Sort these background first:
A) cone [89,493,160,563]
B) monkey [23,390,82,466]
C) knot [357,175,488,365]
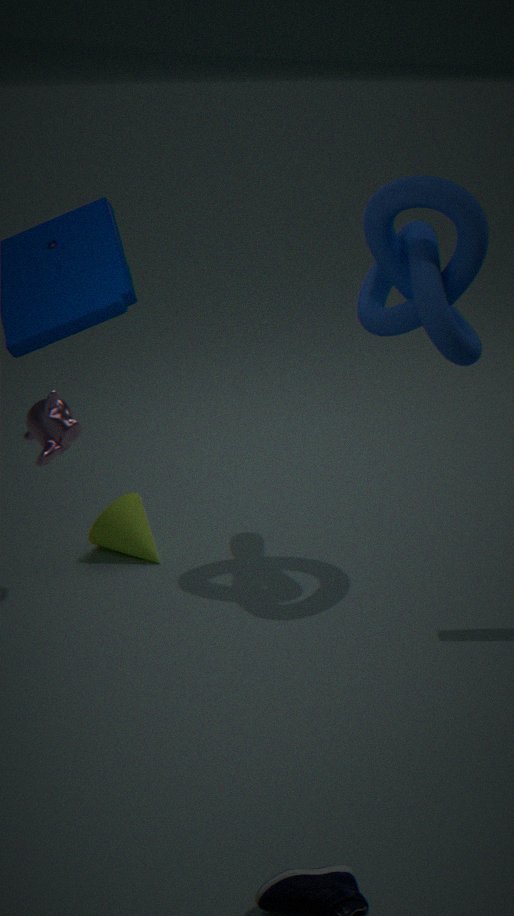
cone [89,493,160,563]
monkey [23,390,82,466]
knot [357,175,488,365]
